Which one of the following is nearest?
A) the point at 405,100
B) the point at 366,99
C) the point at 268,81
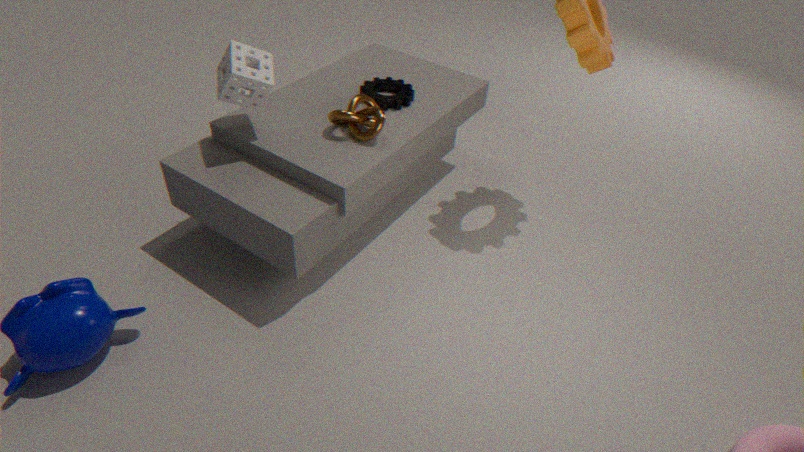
the point at 268,81
